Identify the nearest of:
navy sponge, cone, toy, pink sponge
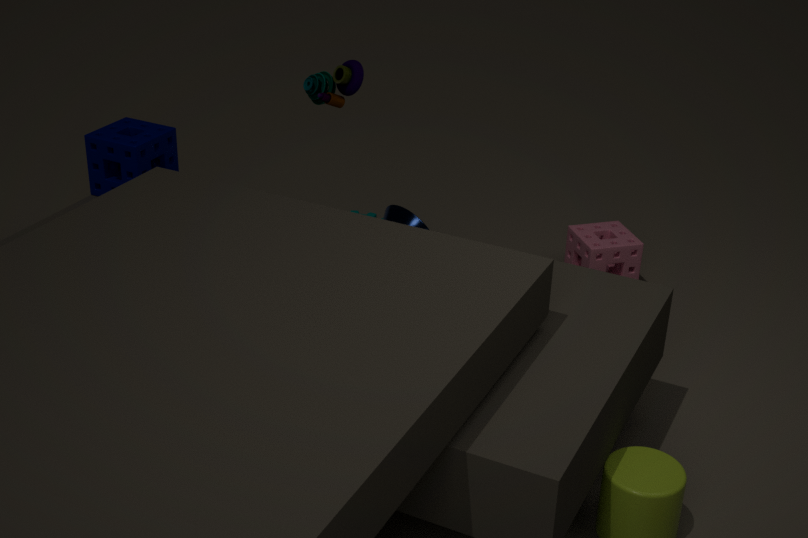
navy sponge
